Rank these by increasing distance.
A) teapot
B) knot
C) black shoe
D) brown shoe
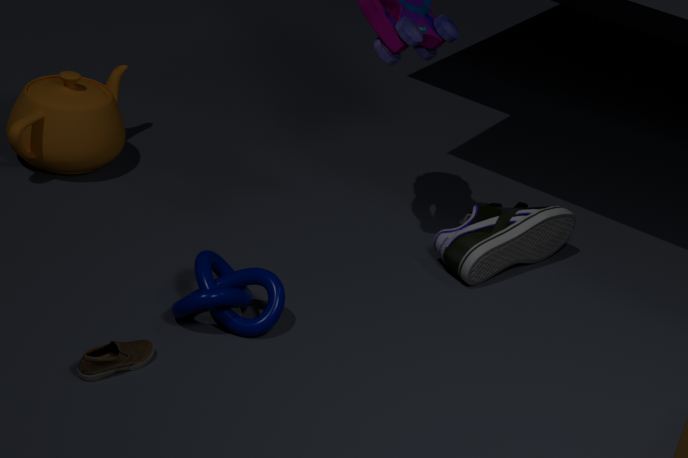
brown shoe < knot < black shoe < teapot
